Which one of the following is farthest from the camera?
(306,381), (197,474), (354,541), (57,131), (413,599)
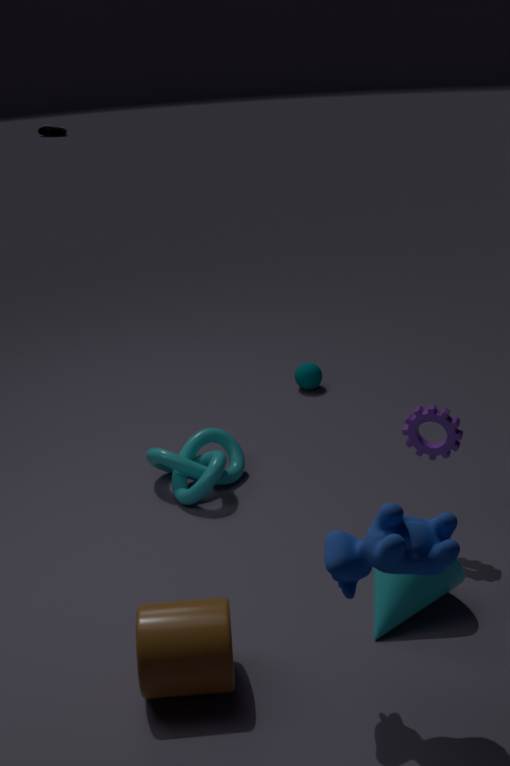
(57,131)
